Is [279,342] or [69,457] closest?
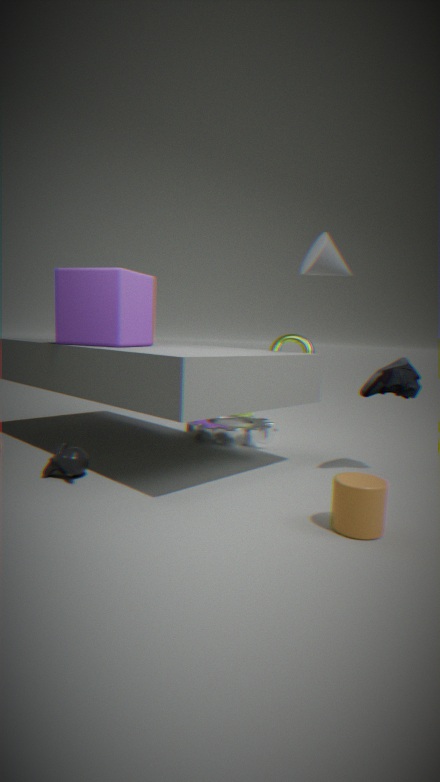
[69,457]
